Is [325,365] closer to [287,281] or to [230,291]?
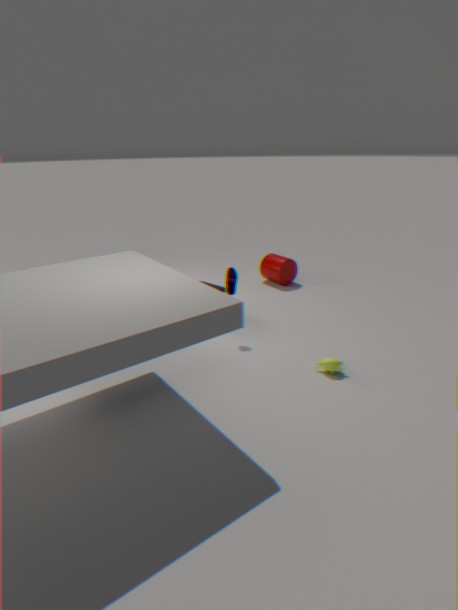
[230,291]
